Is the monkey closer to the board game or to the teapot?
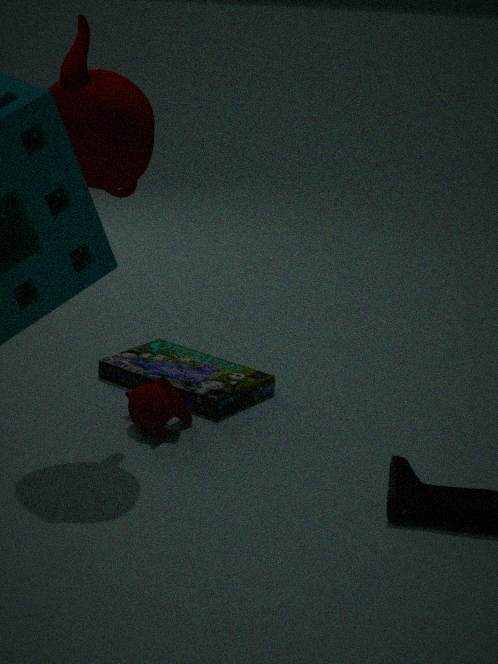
the board game
